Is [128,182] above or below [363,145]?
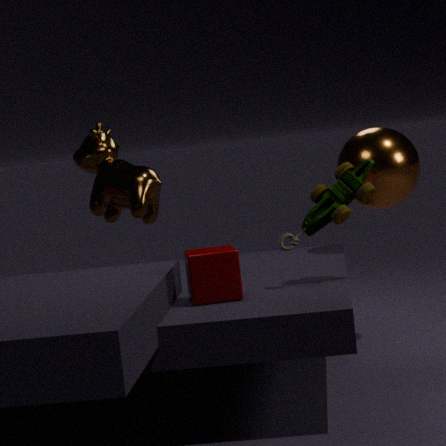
above
